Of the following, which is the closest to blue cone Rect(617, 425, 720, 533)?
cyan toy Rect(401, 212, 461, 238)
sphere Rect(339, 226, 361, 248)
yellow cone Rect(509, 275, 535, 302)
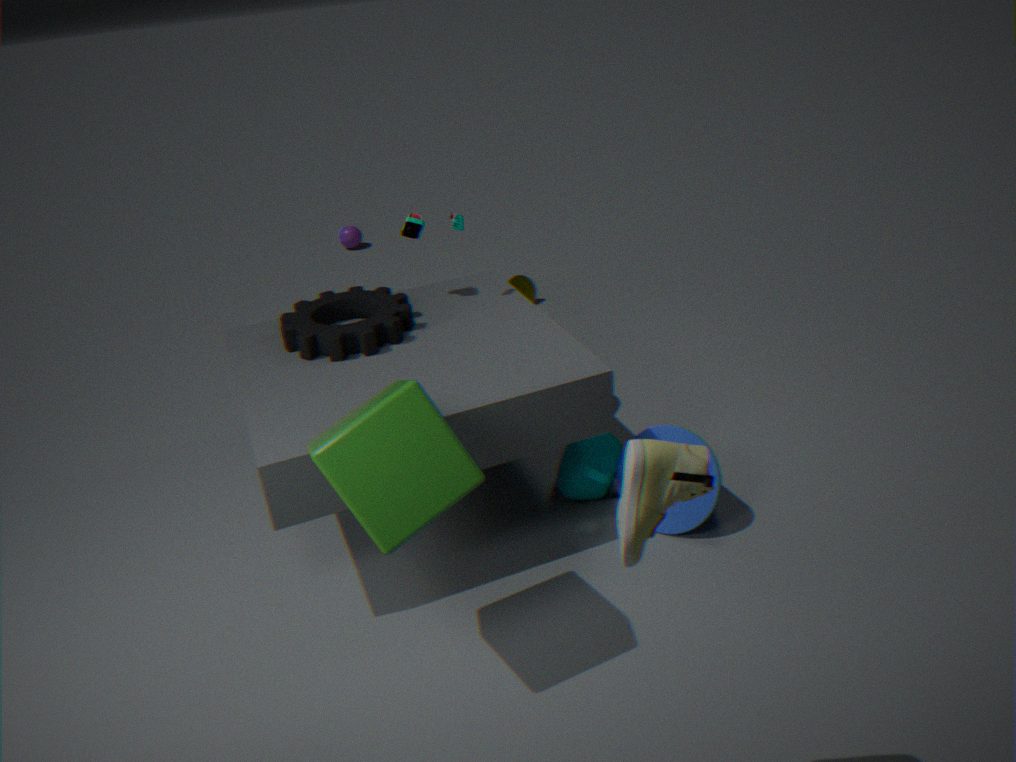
cyan toy Rect(401, 212, 461, 238)
